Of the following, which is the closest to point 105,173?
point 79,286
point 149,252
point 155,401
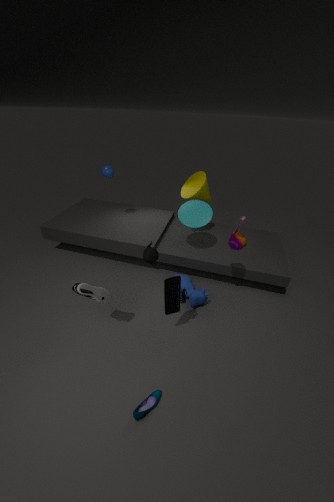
point 149,252
